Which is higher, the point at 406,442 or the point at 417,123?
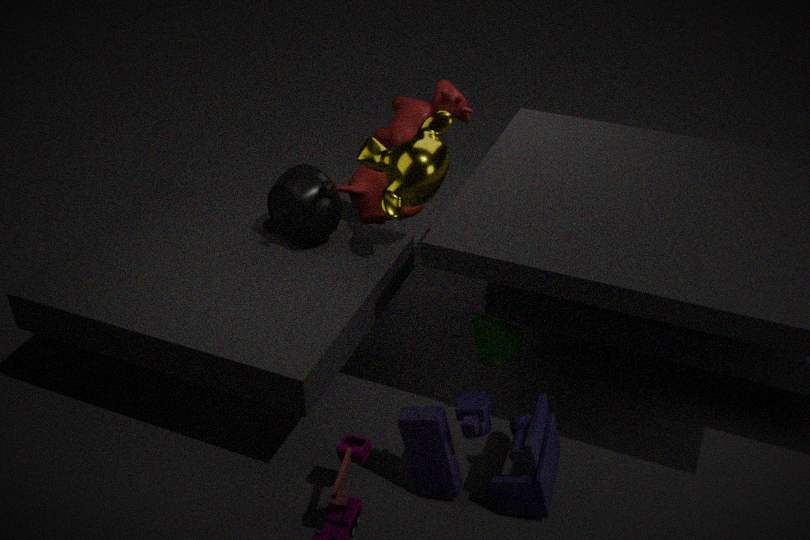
the point at 417,123
